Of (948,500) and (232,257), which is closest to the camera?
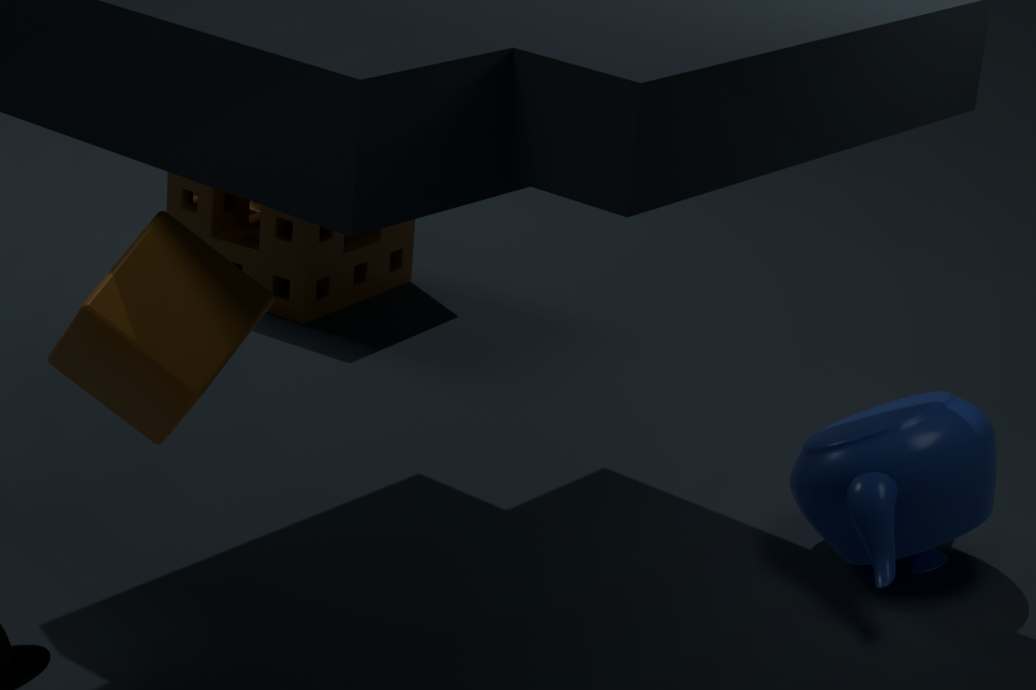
(948,500)
